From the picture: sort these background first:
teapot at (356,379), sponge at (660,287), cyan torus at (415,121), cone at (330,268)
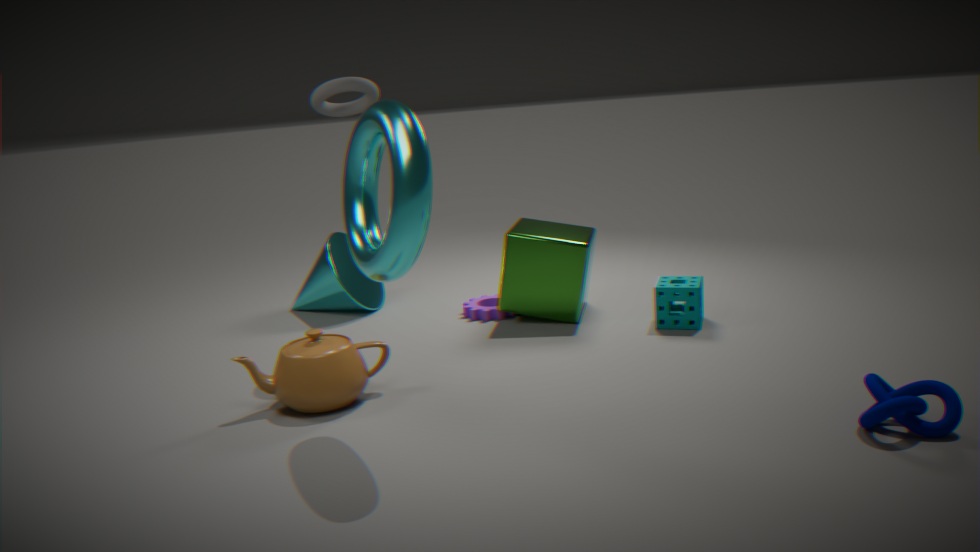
1. cone at (330,268)
2. sponge at (660,287)
3. teapot at (356,379)
4. cyan torus at (415,121)
